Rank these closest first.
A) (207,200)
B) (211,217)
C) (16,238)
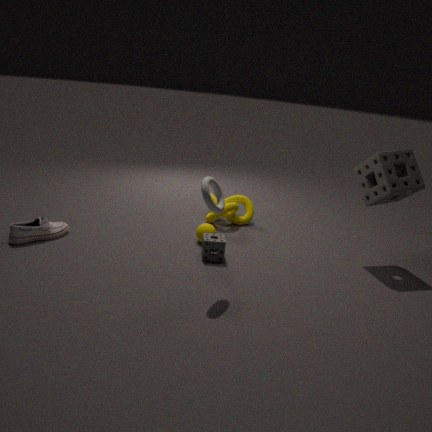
(207,200) → (16,238) → (211,217)
